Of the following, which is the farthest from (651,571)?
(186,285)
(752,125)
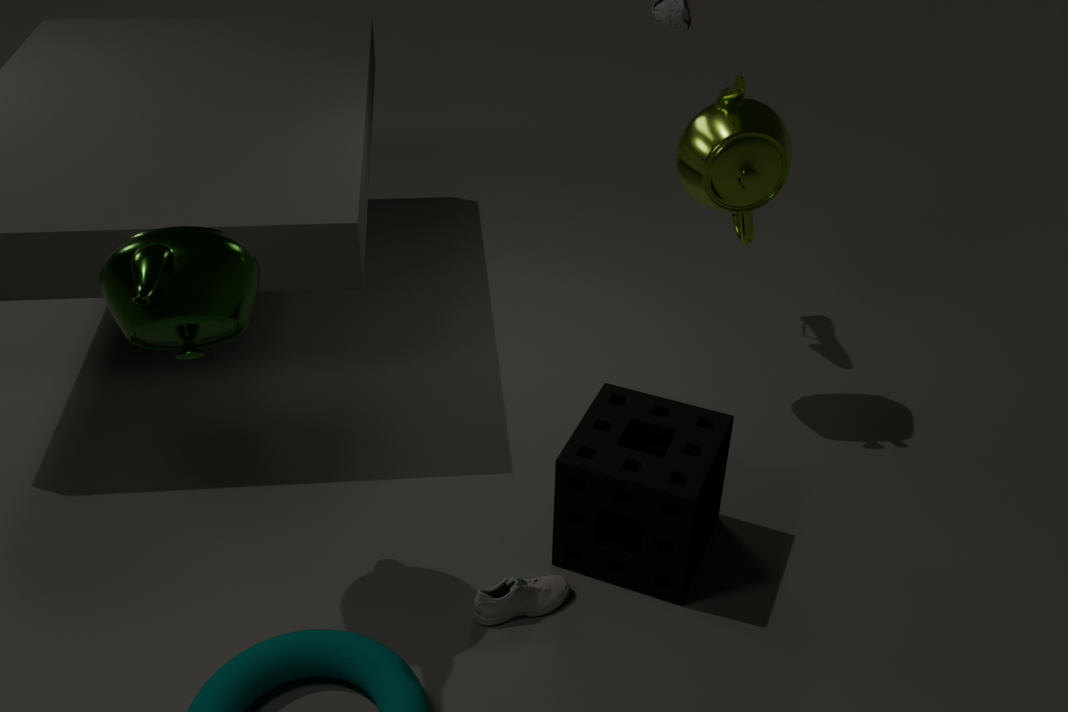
(186,285)
